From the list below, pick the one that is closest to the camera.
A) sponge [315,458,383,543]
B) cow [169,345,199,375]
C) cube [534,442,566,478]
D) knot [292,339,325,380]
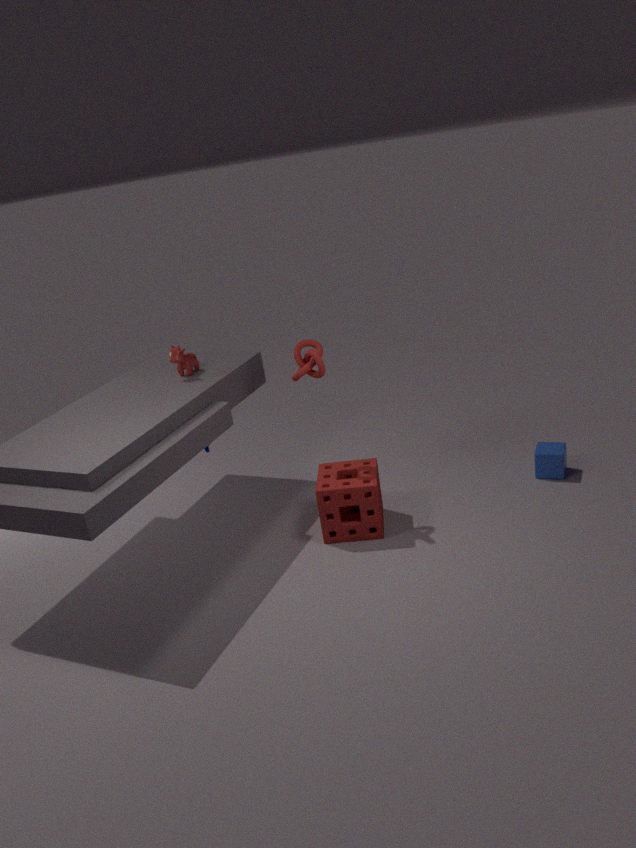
knot [292,339,325,380]
